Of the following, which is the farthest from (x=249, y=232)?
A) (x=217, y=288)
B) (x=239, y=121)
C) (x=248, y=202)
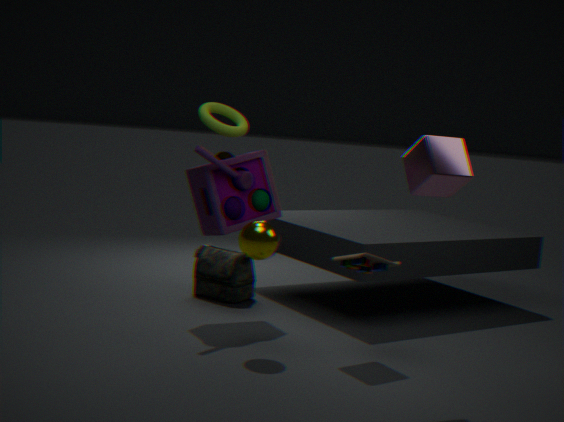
(x=217, y=288)
